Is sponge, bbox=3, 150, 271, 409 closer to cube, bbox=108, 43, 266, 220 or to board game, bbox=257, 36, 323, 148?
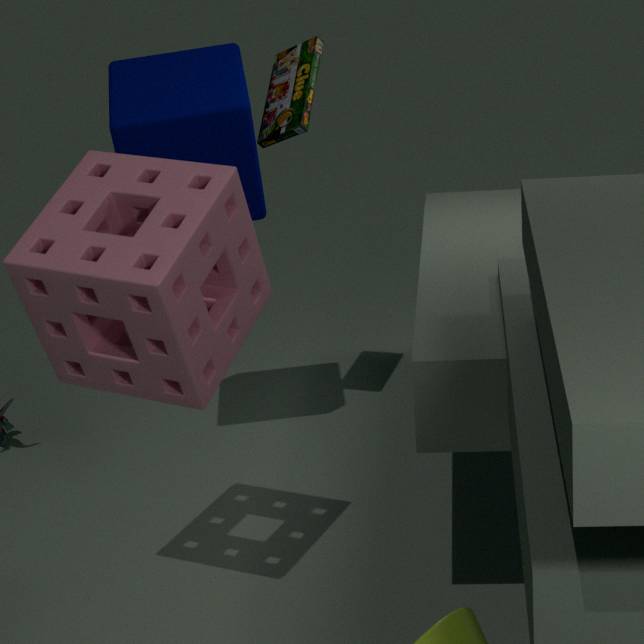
cube, bbox=108, 43, 266, 220
